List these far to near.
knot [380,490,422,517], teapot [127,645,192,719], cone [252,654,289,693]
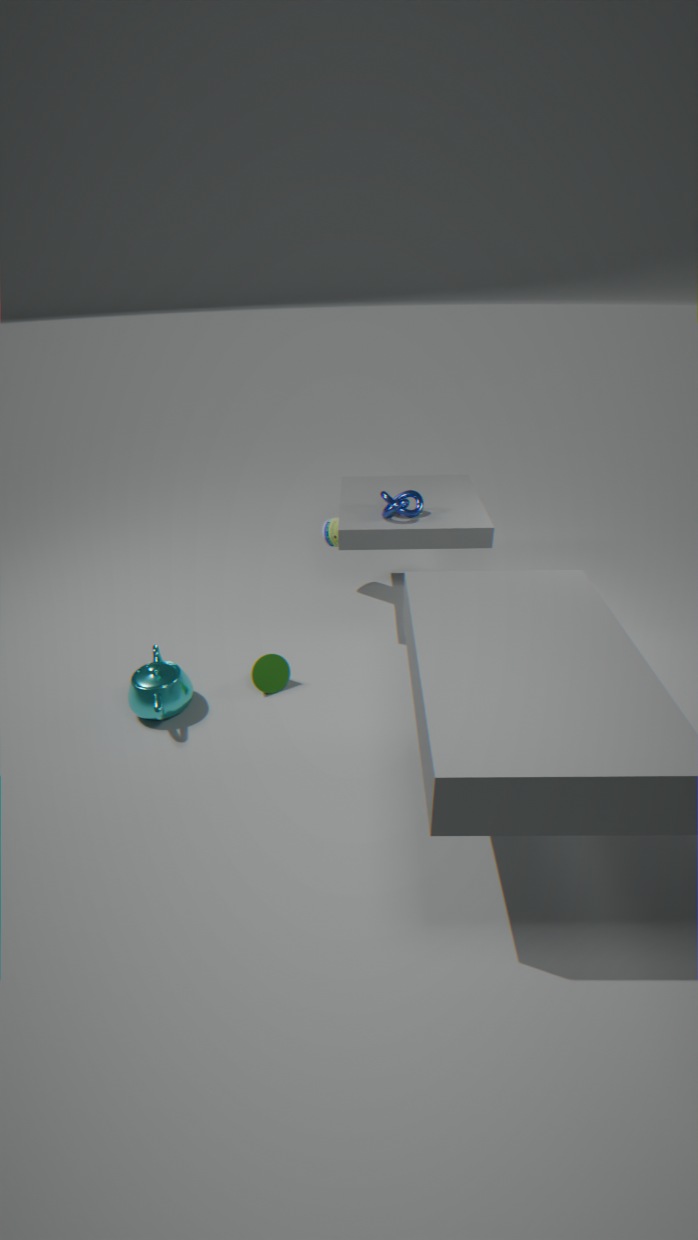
knot [380,490,422,517] < cone [252,654,289,693] < teapot [127,645,192,719]
